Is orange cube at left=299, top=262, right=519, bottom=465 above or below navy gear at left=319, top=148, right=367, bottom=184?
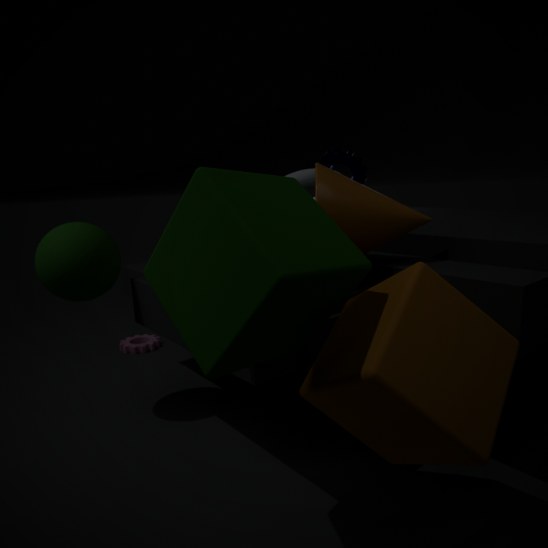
below
